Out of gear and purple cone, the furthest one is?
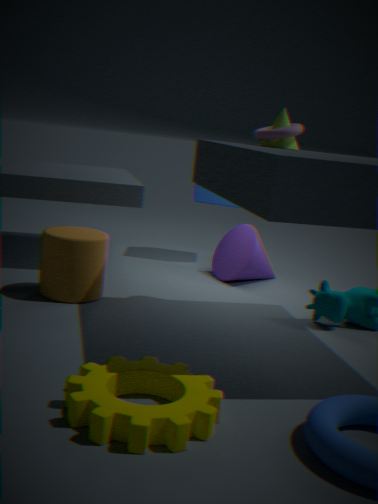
purple cone
